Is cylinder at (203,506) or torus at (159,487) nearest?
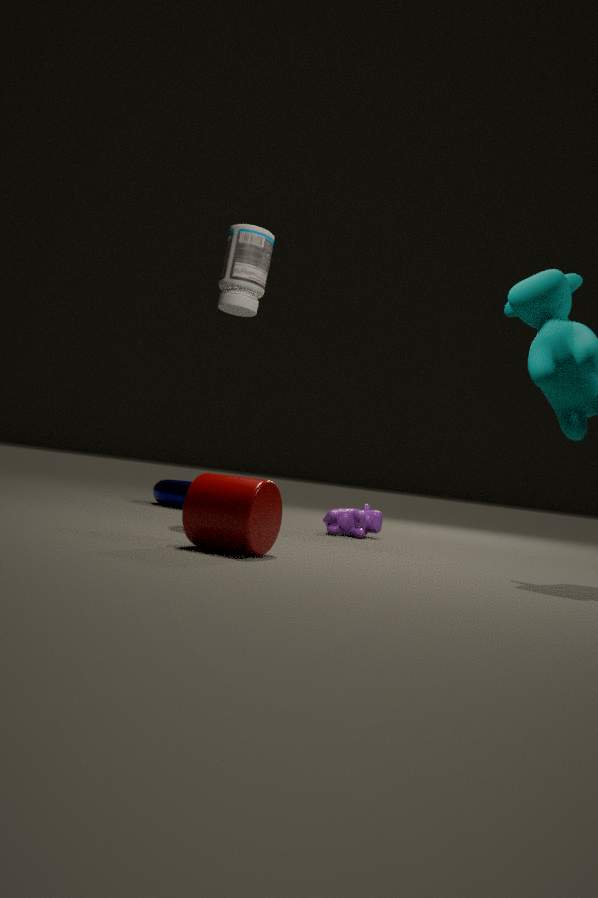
cylinder at (203,506)
